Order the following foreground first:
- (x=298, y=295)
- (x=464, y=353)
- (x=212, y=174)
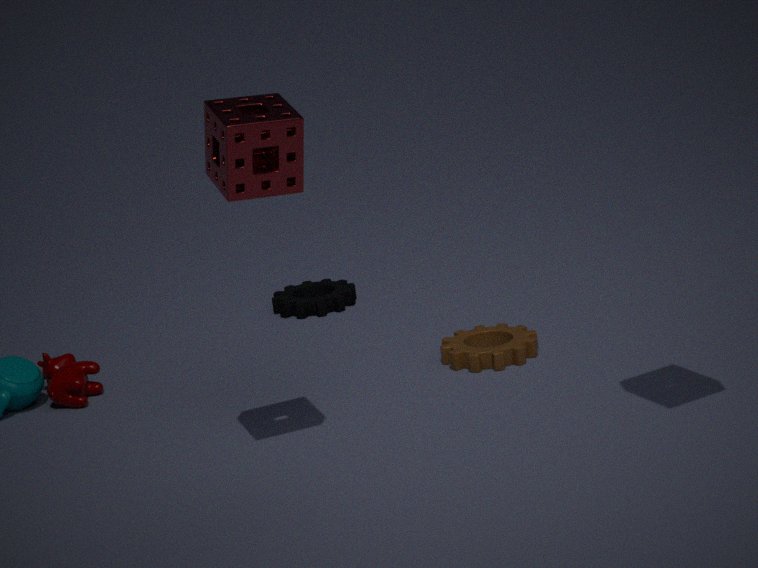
(x=212, y=174) → (x=464, y=353) → (x=298, y=295)
